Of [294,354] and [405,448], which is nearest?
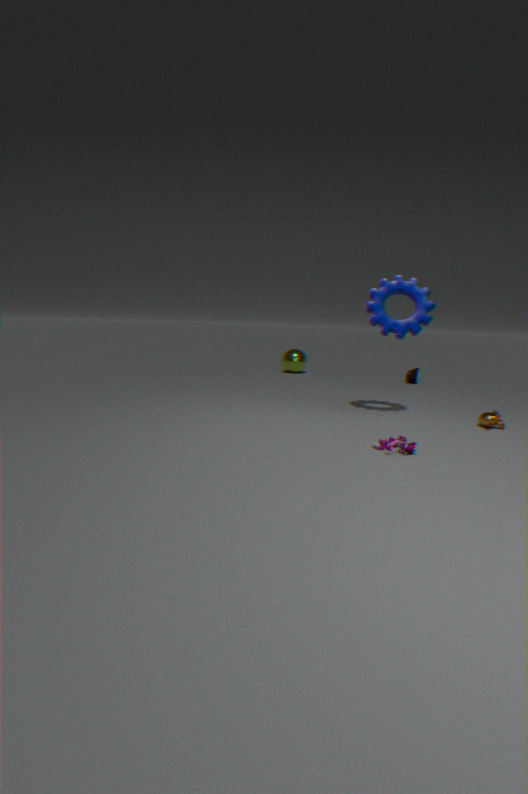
[405,448]
